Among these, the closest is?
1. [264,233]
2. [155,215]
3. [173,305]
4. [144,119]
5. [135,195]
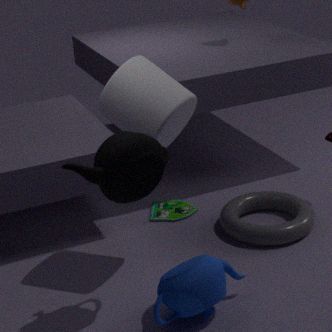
[135,195]
